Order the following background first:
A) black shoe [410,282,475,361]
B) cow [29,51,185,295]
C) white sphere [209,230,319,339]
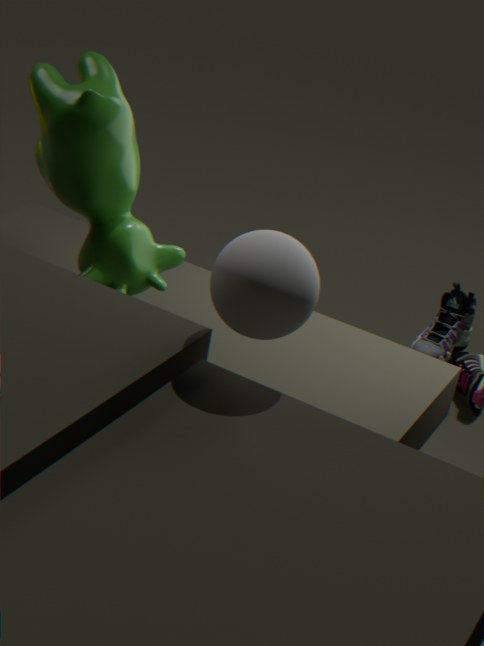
black shoe [410,282,475,361] < cow [29,51,185,295] < white sphere [209,230,319,339]
